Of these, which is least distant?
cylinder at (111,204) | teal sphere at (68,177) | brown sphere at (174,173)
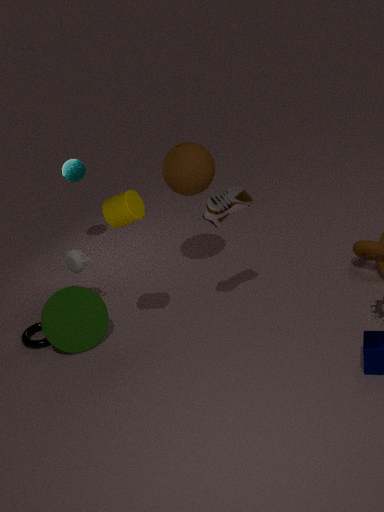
cylinder at (111,204)
